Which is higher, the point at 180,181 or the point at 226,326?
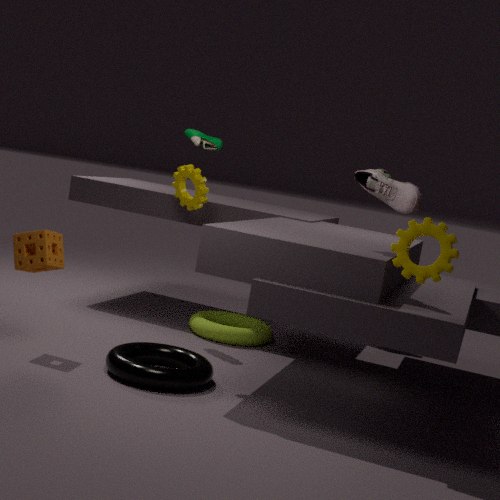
the point at 180,181
